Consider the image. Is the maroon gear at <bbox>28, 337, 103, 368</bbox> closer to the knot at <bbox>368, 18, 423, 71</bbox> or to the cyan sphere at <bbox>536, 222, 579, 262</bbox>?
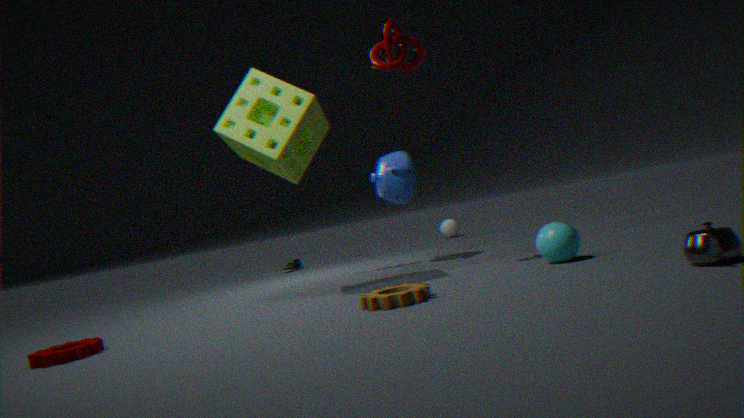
the knot at <bbox>368, 18, 423, 71</bbox>
